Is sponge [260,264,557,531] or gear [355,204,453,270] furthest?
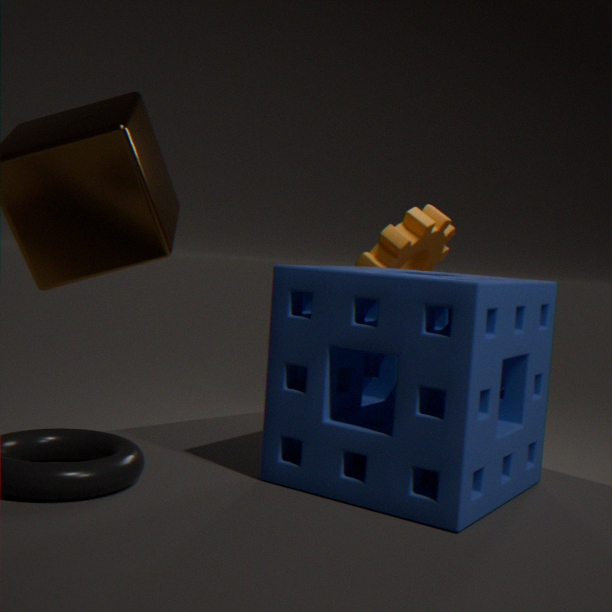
gear [355,204,453,270]
